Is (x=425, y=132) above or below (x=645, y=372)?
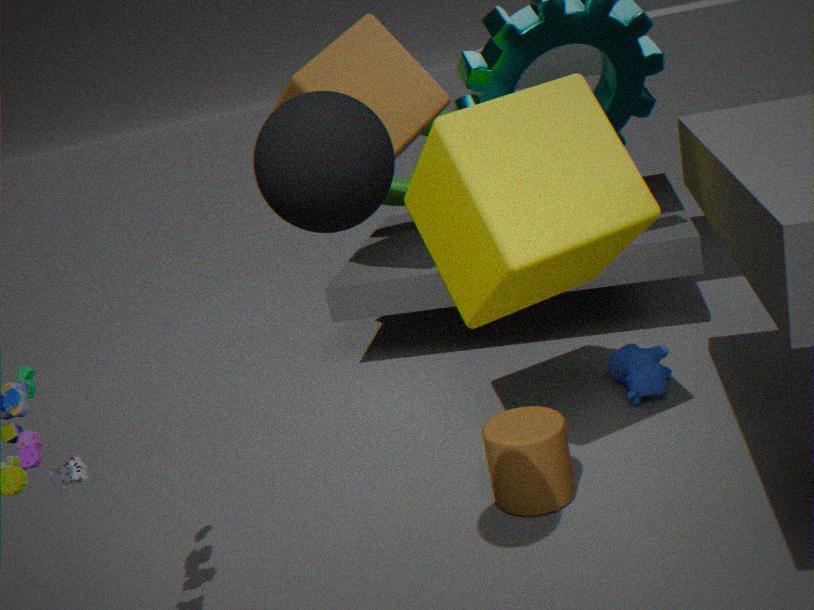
above
